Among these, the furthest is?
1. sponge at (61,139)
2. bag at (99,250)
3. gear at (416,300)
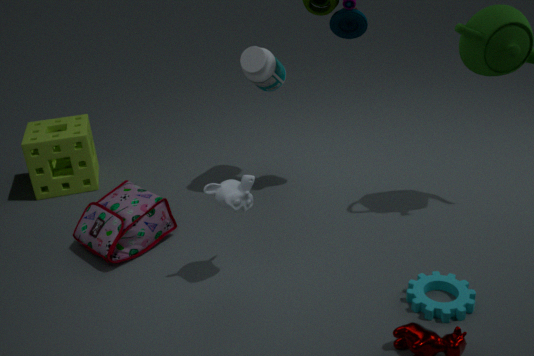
sponge at (61,139)
